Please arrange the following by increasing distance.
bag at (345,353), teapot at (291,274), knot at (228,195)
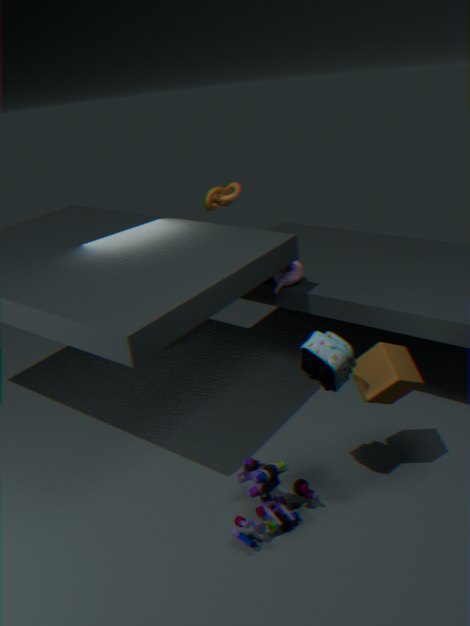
bag at (345,353)
teapot at (291,274)
knot at (228,195)
